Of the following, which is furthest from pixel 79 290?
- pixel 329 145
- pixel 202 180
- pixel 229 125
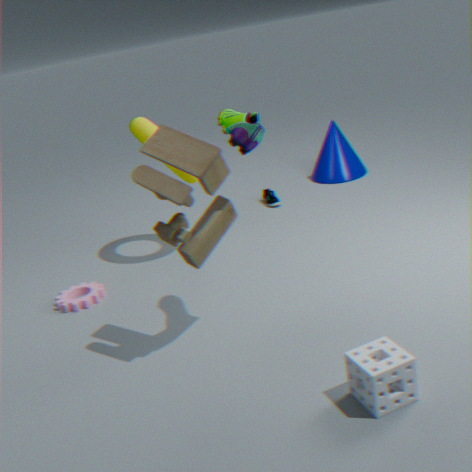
pixel 329 145
